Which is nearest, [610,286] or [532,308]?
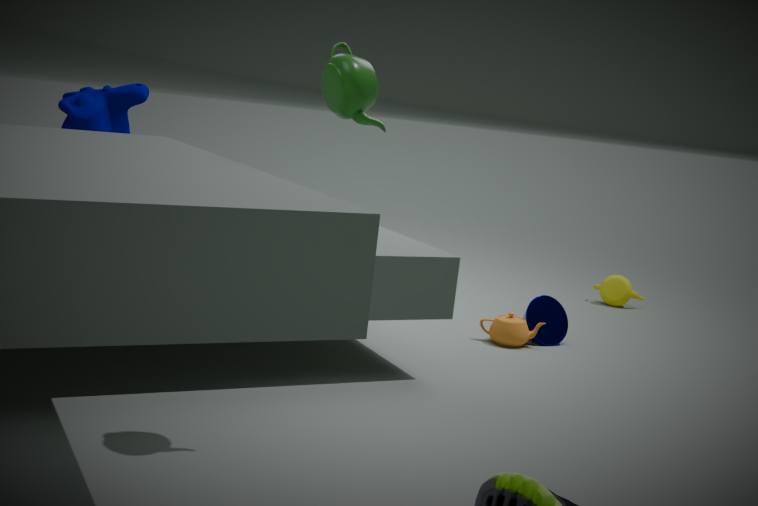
[532,308]
